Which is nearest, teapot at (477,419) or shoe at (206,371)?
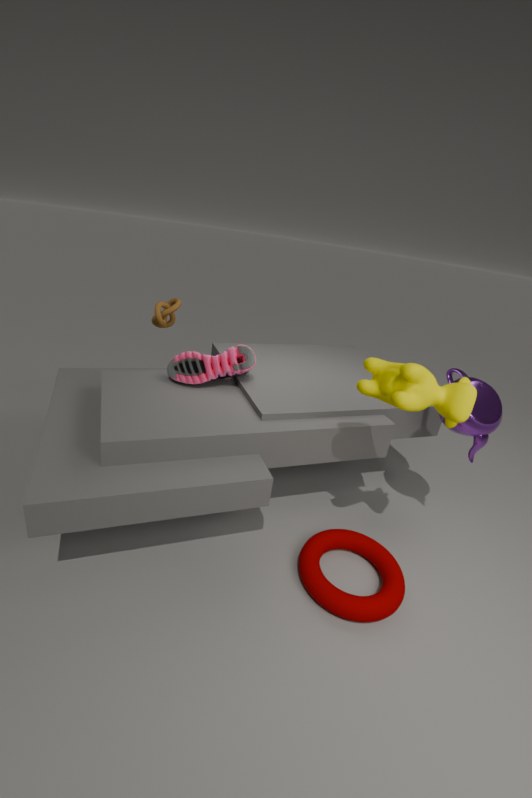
teapot at (477,419)
